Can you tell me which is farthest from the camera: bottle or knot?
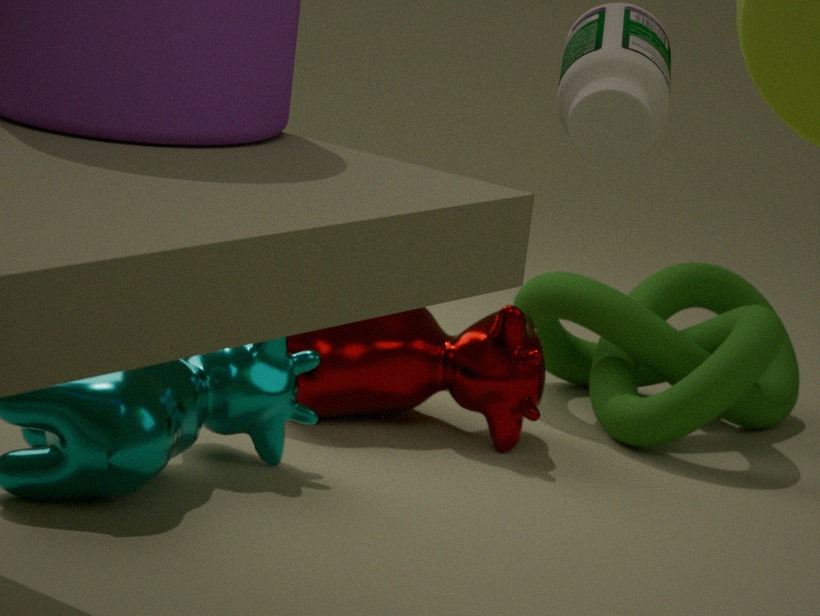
knot
